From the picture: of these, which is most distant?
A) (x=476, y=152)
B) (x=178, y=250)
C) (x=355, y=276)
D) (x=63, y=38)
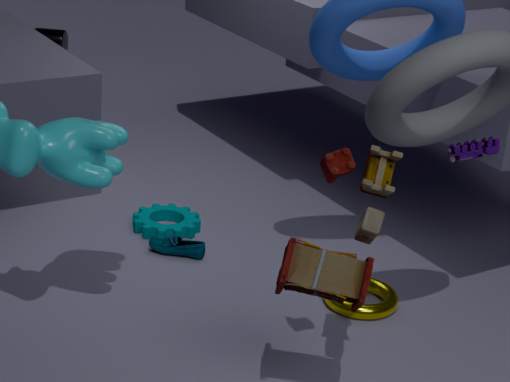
(x=63, y=38)
